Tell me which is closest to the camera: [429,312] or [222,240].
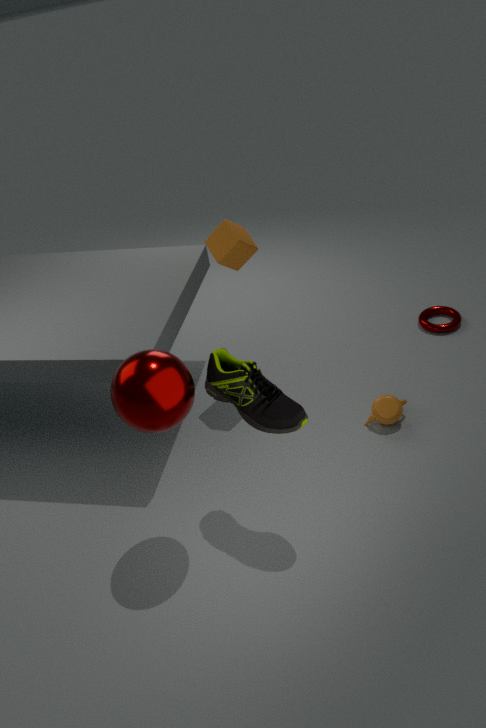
[222,240]
